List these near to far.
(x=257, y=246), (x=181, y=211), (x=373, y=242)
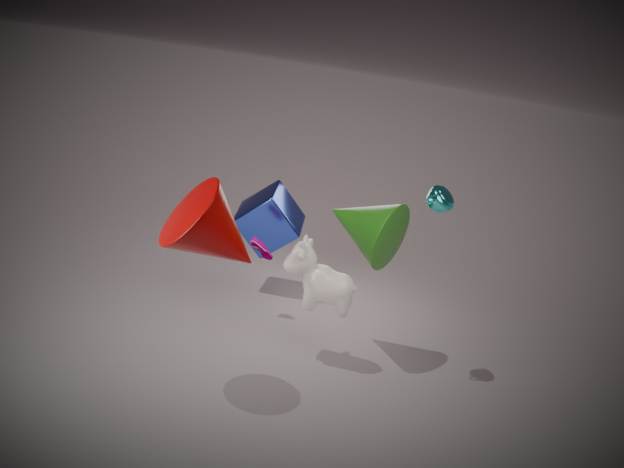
1. (x=181, y=211)
2. (x=373, y=242)
3. (x=257, y=246)
